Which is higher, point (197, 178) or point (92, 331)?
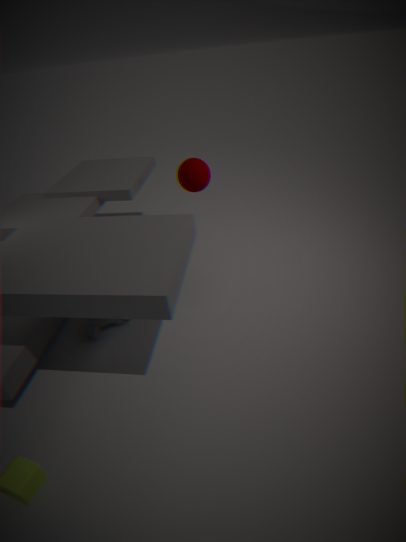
point (197, 178)
